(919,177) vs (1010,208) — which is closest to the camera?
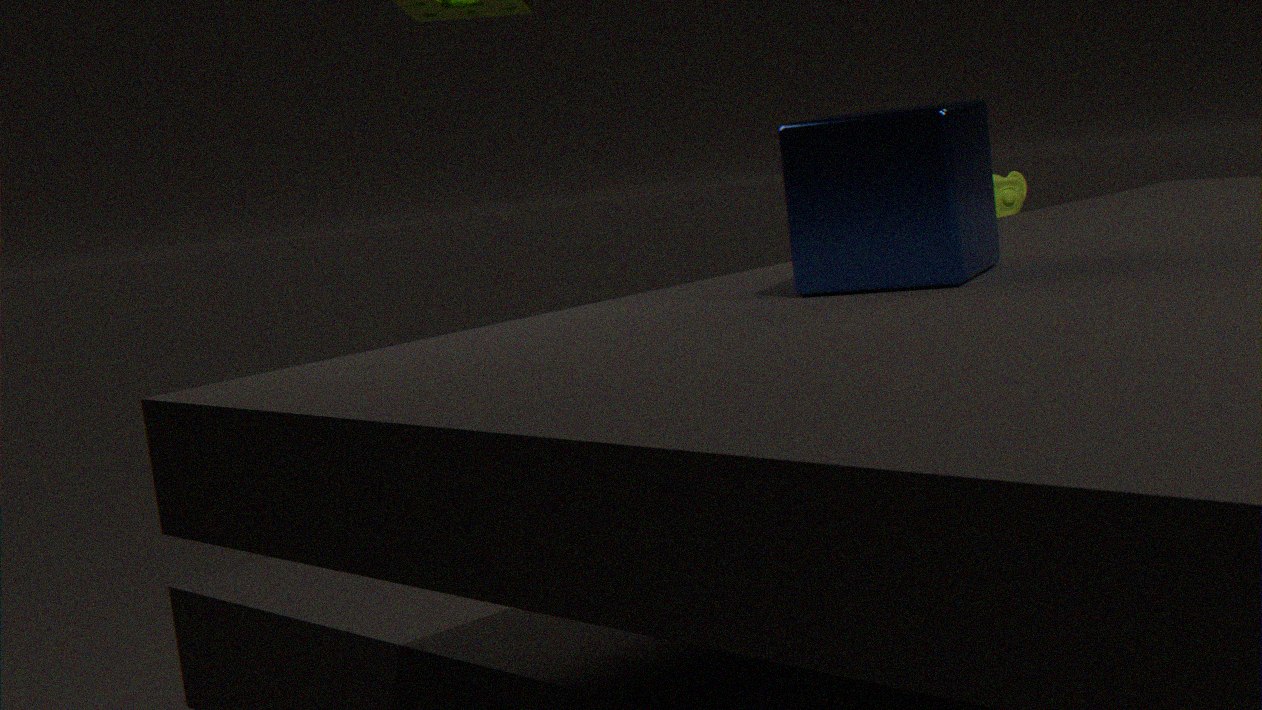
(919,177)
